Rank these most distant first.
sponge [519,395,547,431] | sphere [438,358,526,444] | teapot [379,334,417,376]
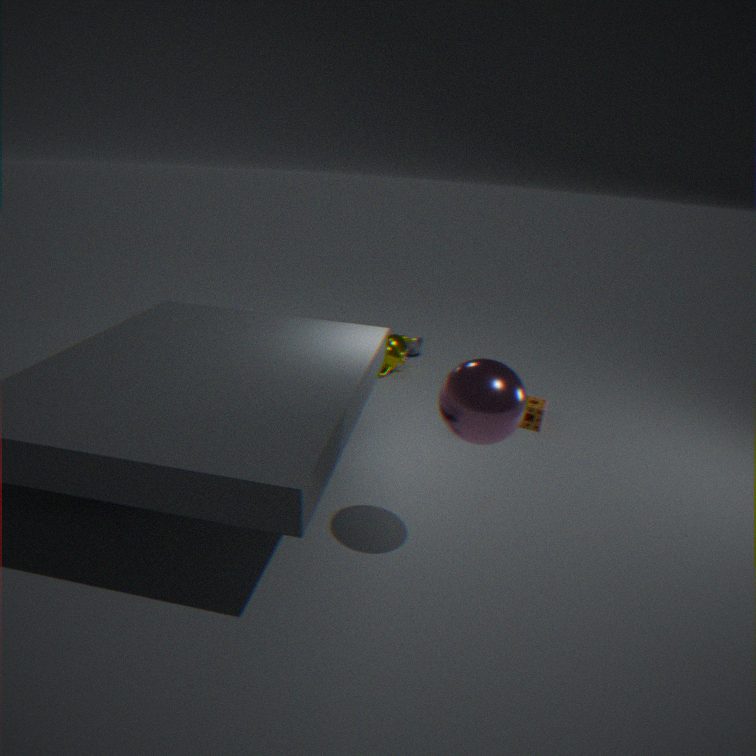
teapot [379,334,417,376], sponge [519,395,547,431], sphere [438,358,526,444]
